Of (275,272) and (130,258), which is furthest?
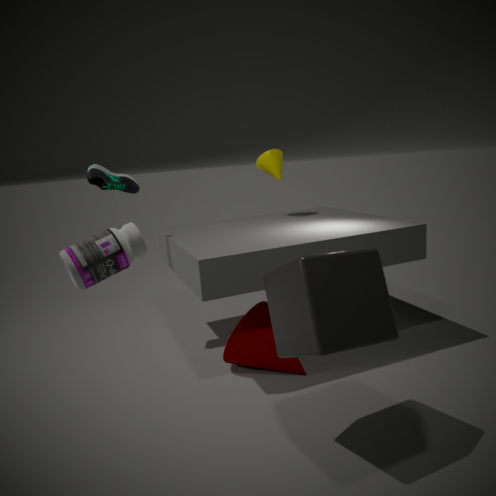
(275,272)
